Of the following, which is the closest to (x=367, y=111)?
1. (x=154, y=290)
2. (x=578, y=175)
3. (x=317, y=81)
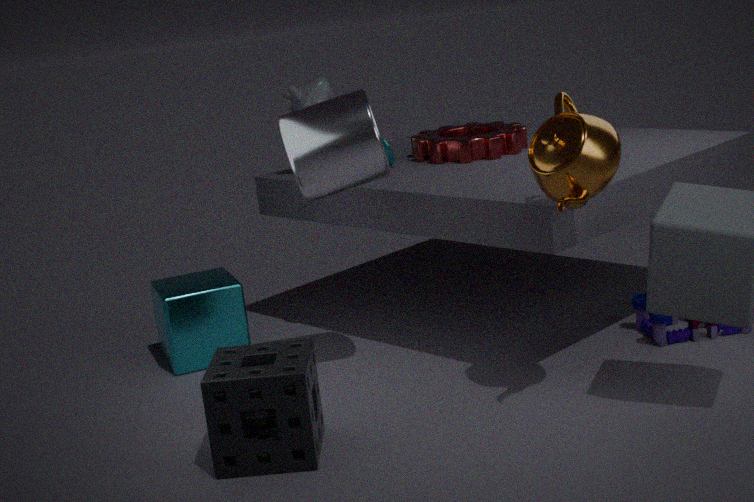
(x=317, y=81)
